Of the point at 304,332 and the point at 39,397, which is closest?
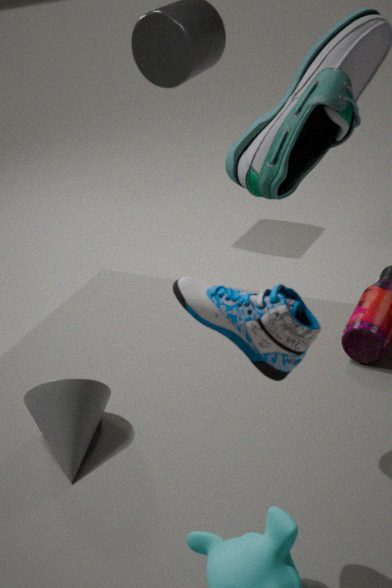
the point at 304,332
